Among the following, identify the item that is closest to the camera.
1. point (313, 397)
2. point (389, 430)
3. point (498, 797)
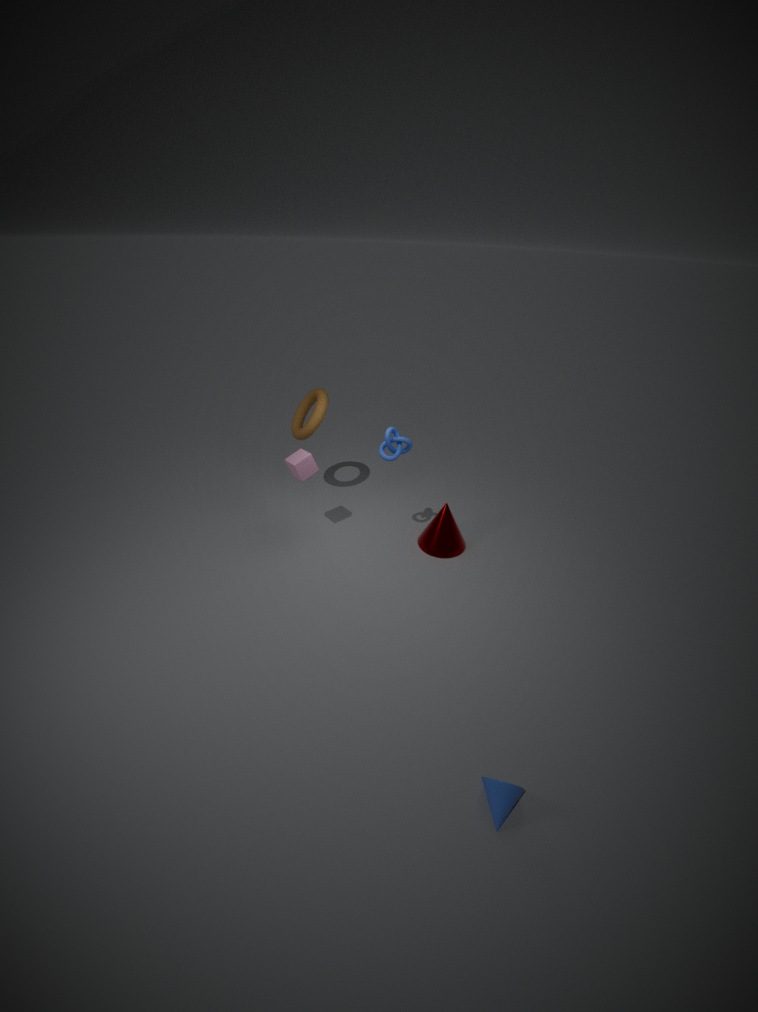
point (498, 797)
